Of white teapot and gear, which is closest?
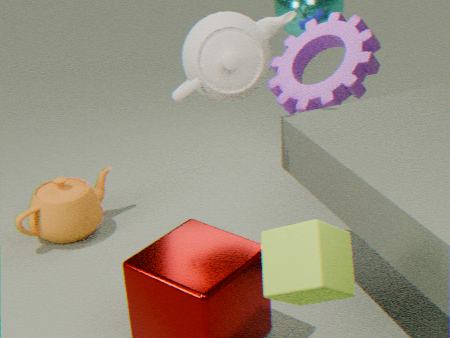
white teapot
